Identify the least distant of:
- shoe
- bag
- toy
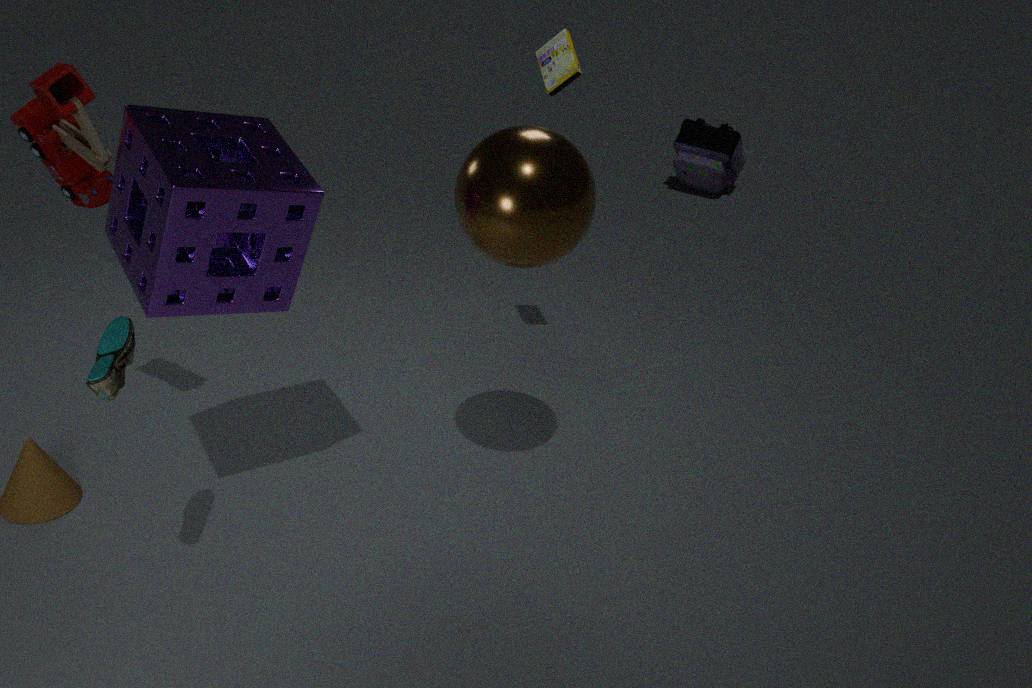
shoe
